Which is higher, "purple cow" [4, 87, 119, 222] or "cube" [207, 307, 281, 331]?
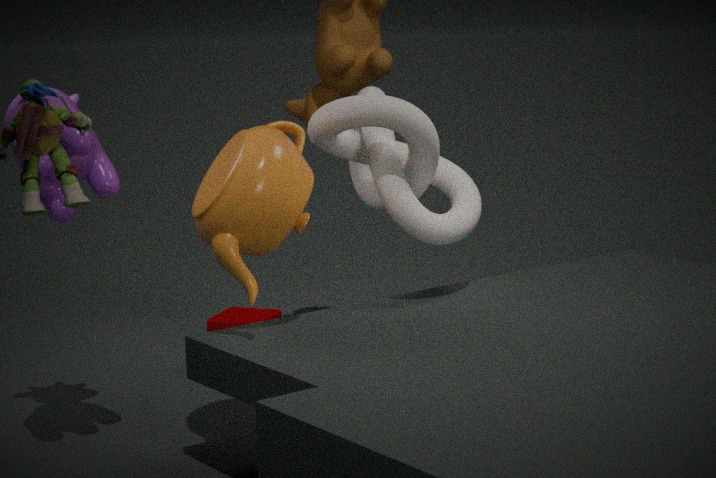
"purple cow" [4, 87, 119, 222]
